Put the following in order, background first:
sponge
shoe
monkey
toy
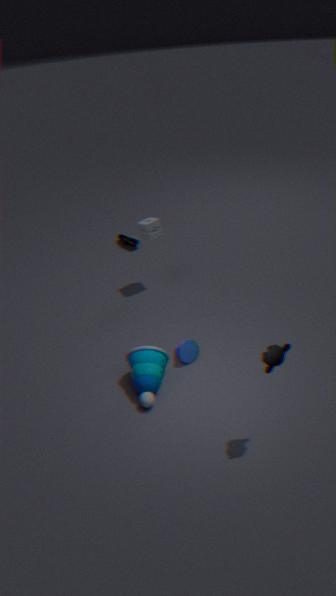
1. shoe
2. sponge
3. toy
4. monkey
